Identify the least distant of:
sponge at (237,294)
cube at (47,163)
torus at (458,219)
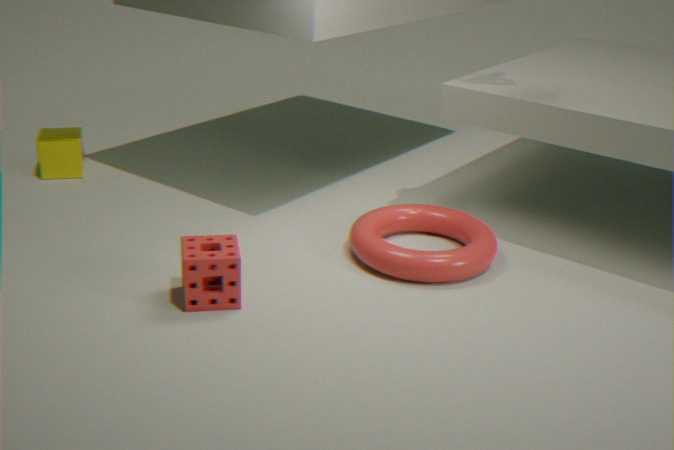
sponge at (237,294)
